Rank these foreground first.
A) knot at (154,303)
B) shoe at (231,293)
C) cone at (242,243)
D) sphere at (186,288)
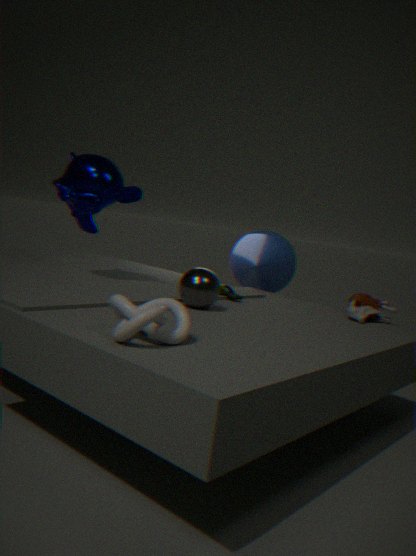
knot at (154,303) → sphere at (186,288) → shoe at (231,293) → cone at (242,243)
